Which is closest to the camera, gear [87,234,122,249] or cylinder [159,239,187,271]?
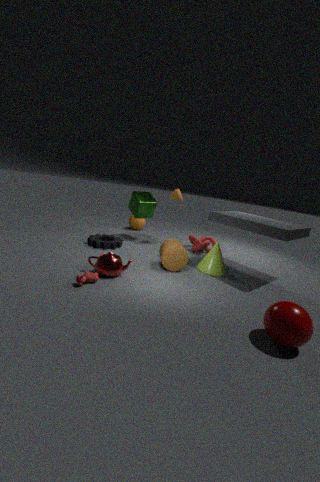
cylinder [159,239,187,271]
